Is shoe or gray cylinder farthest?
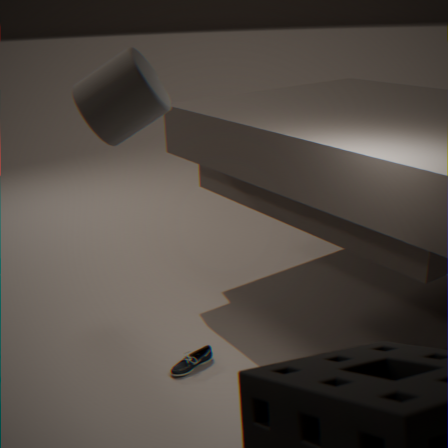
shoe
